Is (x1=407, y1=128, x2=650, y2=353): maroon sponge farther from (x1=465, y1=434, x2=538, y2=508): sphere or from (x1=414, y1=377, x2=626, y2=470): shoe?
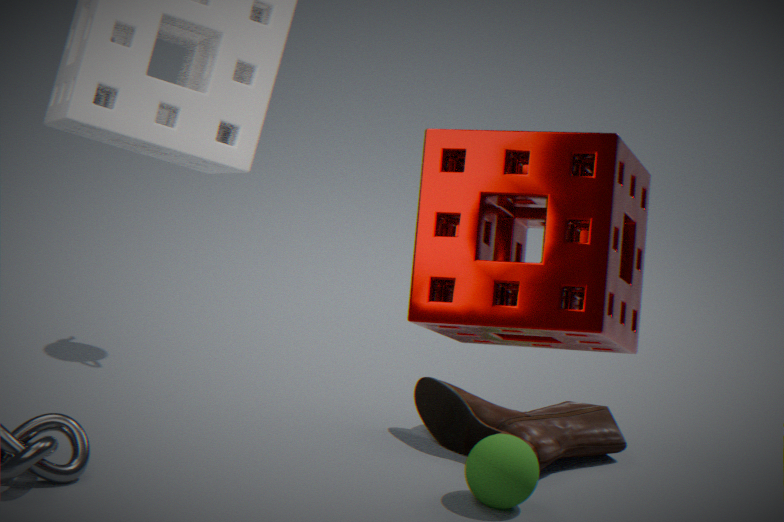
(x1=414, y1=377, x2=626, y2=470): shoe
